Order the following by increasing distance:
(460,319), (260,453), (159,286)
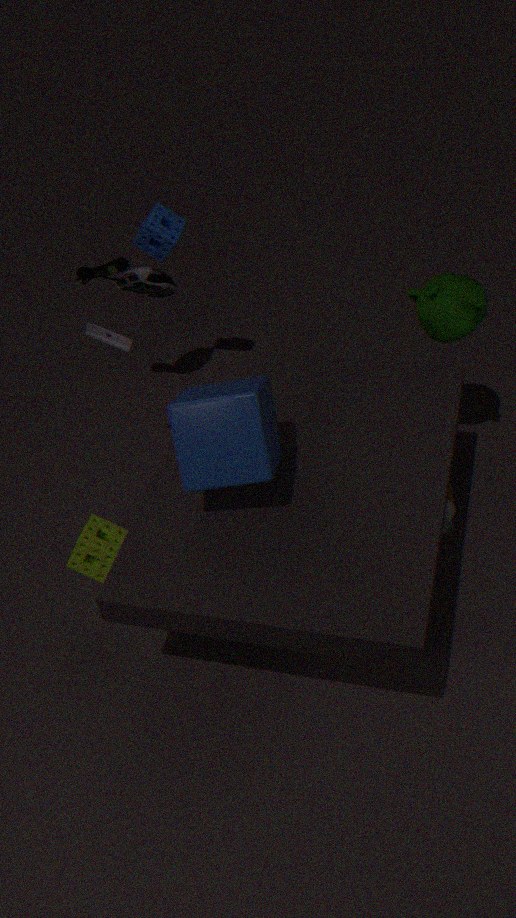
1. (260,453)
2. (460,319)
3. (159,286)
